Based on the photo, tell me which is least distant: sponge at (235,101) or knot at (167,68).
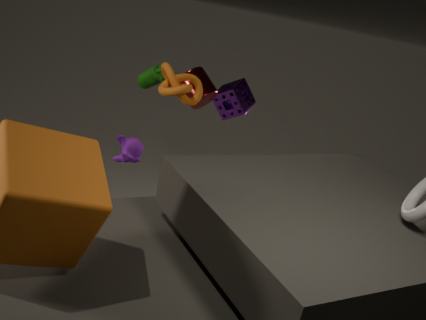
knot at (167,68)
